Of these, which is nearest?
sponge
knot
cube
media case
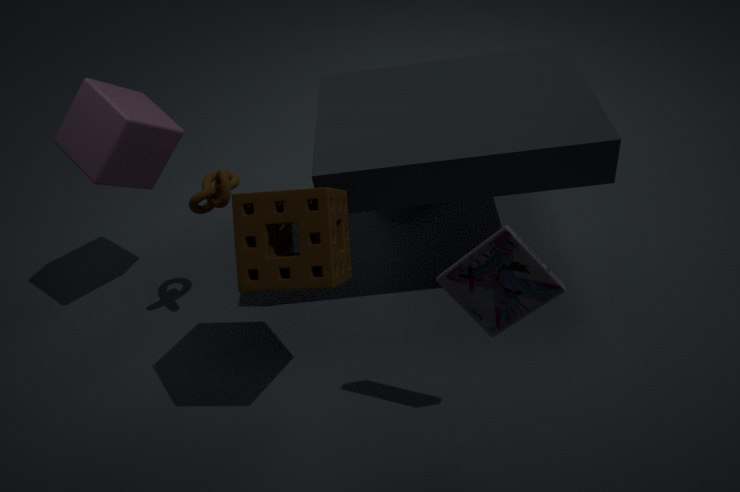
media case
